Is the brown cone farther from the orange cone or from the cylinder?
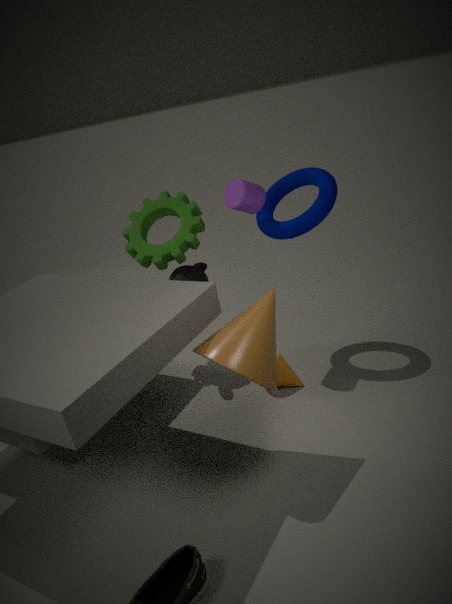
the cylinder
